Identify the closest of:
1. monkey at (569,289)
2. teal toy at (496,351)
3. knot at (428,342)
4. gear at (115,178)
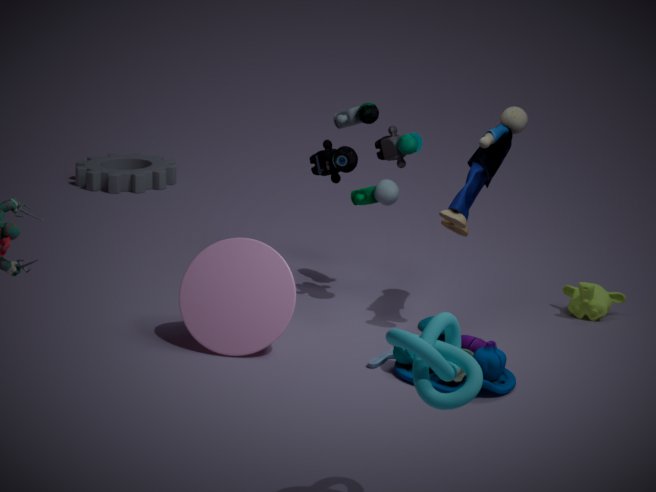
knot at (428,342)
